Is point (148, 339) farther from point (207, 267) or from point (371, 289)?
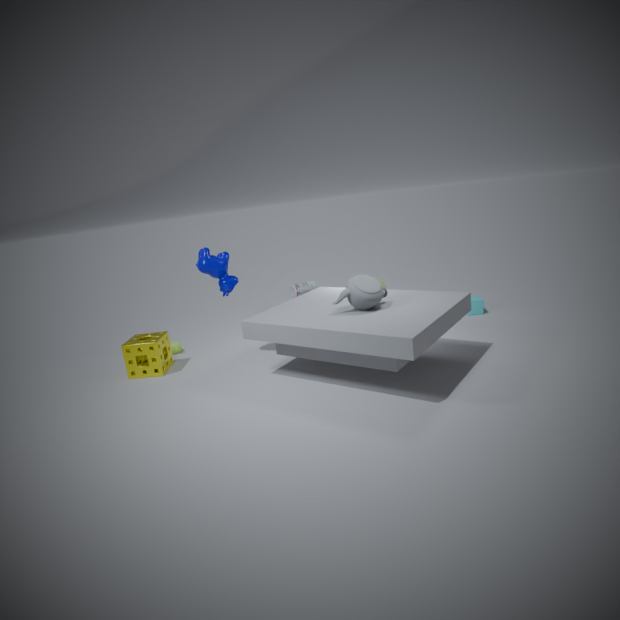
point (371, 289)
